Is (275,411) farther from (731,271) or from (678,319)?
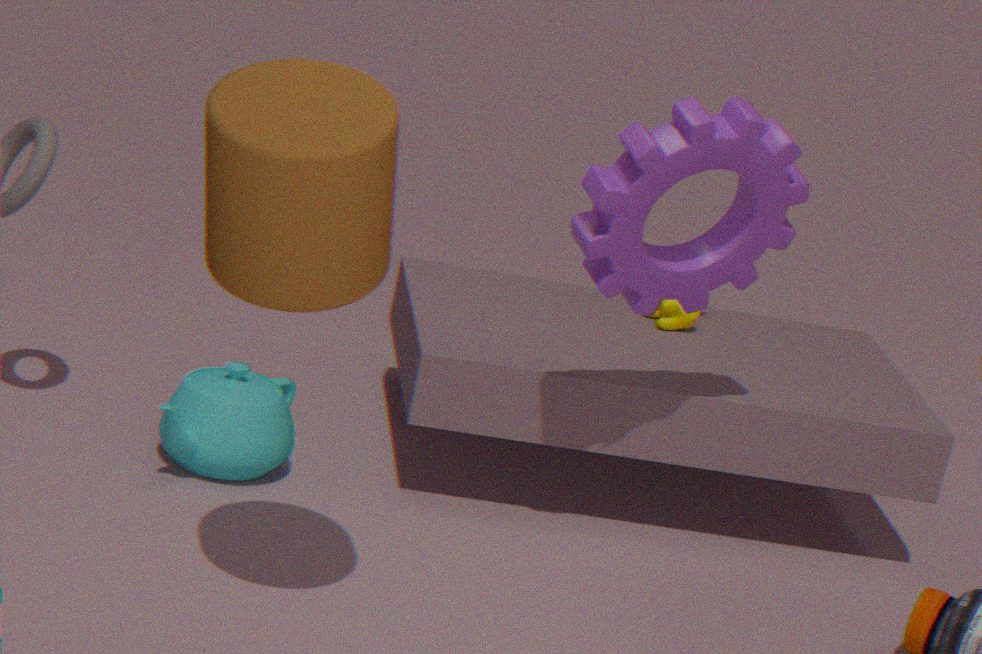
(678,319)
